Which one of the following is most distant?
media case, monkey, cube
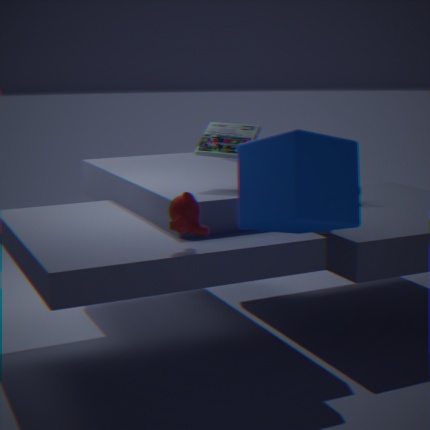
media case
